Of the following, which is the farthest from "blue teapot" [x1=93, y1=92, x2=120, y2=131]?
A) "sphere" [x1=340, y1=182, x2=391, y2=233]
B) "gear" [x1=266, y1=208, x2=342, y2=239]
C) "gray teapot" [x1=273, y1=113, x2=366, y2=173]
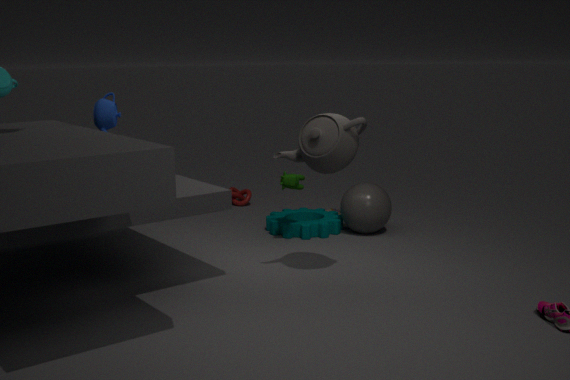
"sphere" [x1=340, y1=182, x2=391, y2=233]
